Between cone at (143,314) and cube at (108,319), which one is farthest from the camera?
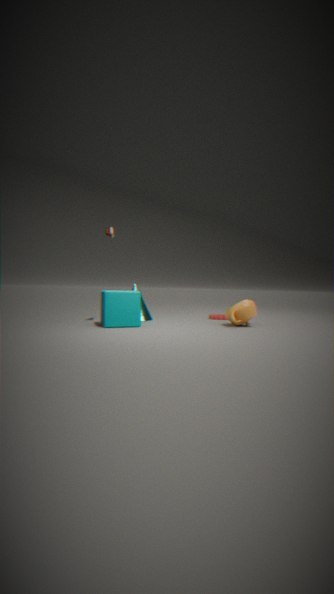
cone at (143,314)
